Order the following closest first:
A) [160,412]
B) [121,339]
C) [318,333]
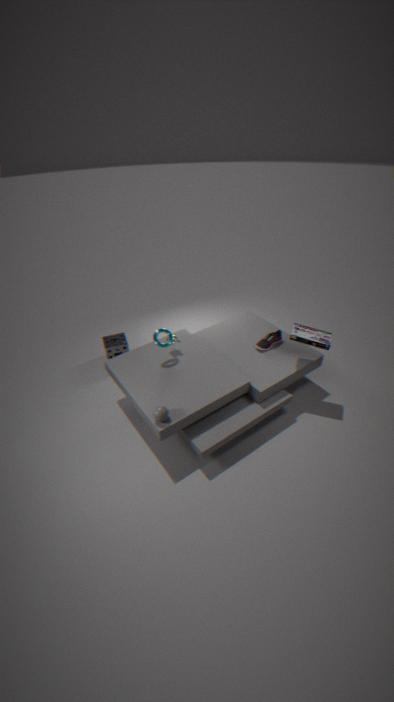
[160,412] → [318,333] → [121,339]
